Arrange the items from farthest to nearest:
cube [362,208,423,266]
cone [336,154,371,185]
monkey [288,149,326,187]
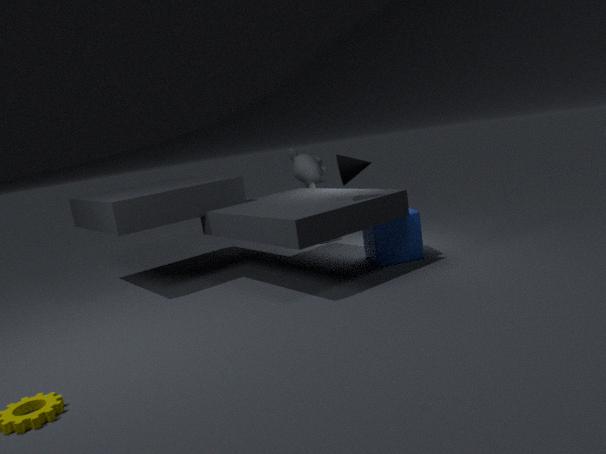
monkey [288,149,326,187] → cube [362,208,423,266] → cone [336,154,371,185]
